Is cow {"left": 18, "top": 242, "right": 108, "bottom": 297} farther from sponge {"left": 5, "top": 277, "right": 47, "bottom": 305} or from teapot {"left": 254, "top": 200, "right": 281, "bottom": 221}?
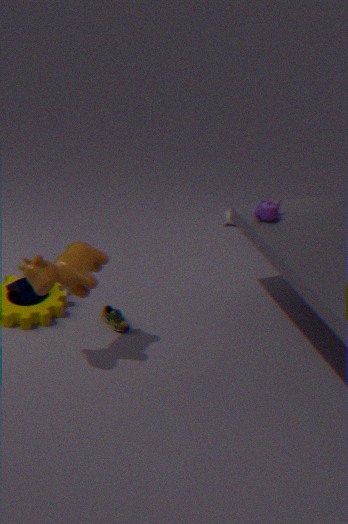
teapot {"left": 254, "top": 200, "right": 281, "bottom": 221}
